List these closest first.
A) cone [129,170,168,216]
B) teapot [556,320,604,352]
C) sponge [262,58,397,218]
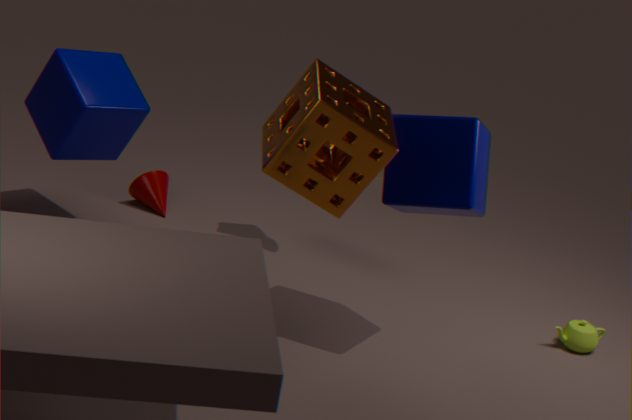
sponge [262,58,397,218] < teapot [556,320,604,352] < cone [129,170,168,216]
